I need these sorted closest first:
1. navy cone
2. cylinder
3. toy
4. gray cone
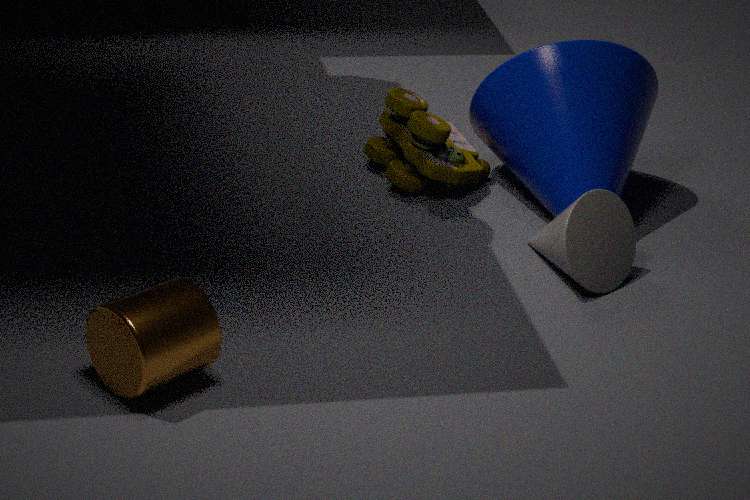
cylinder < gray cone < navy cone < toy
